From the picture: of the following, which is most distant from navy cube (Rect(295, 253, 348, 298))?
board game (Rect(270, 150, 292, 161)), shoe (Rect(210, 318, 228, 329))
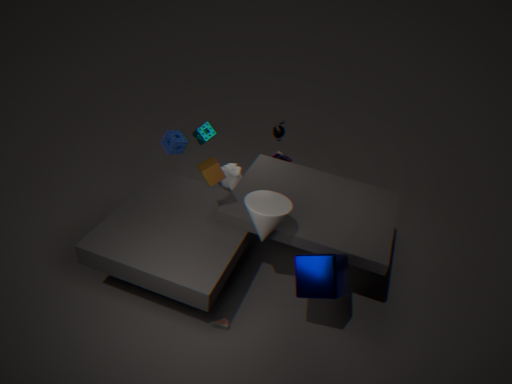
board game (Rect(270, 150, 292, 161))
